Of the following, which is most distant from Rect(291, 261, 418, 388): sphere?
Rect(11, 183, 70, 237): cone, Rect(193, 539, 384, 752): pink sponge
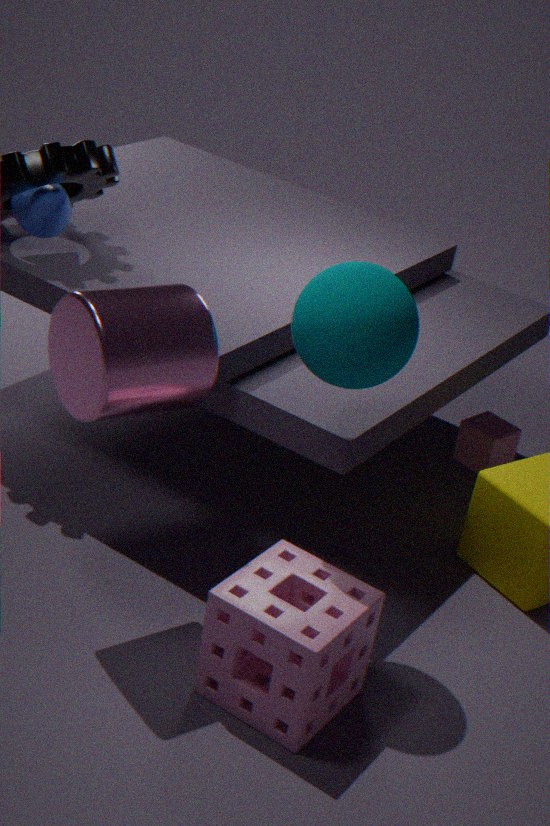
Rect(11, 183, 70, 237): cone
